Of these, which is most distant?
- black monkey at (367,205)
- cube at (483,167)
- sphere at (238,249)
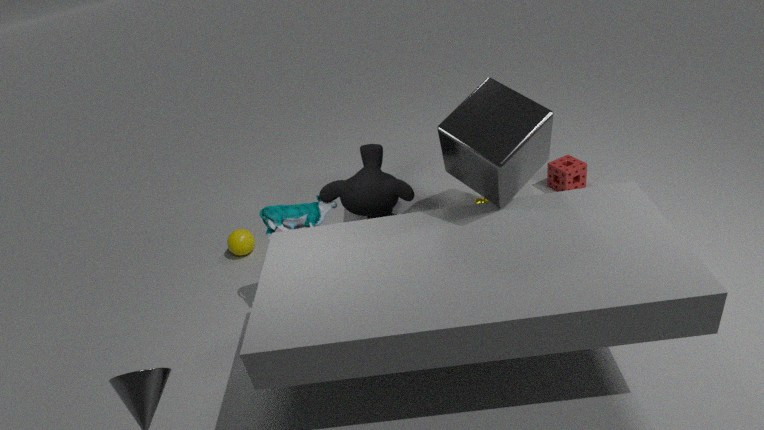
sphere at (238,249)
